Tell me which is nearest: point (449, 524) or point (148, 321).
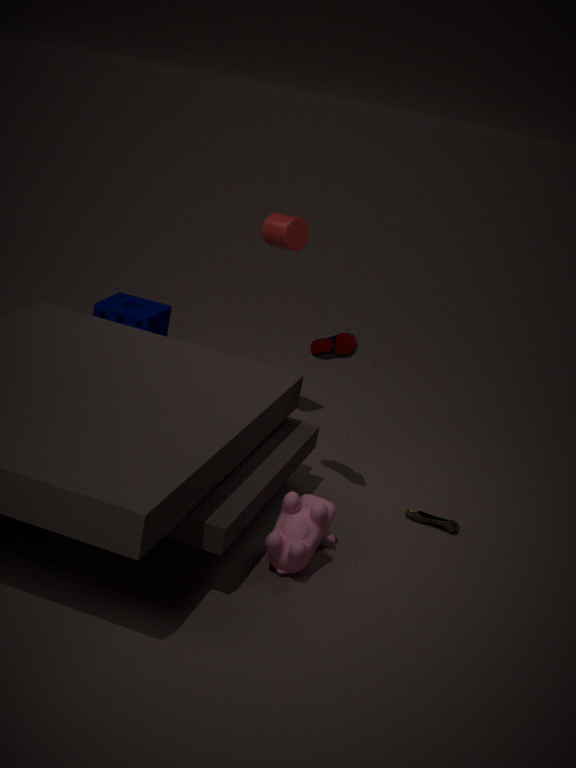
point (449, 524)
